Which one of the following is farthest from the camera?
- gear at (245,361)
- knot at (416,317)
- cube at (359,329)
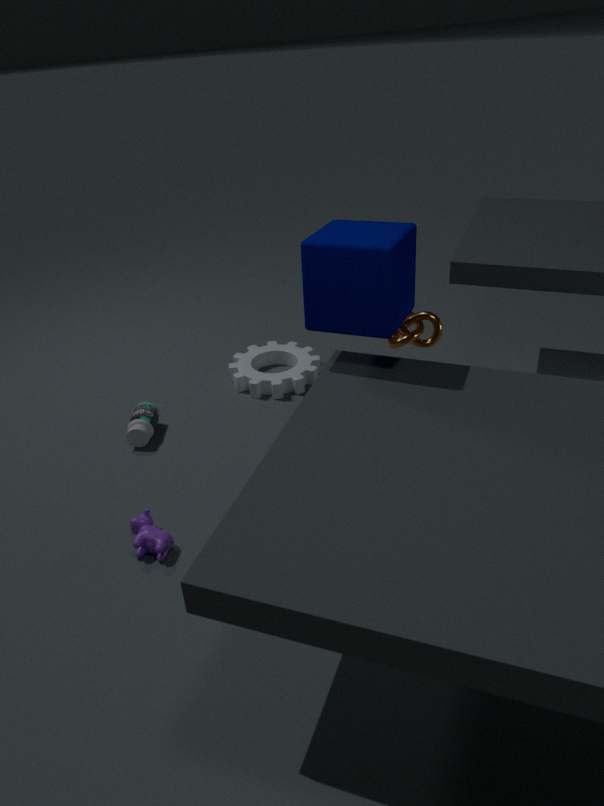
gear at (245,361)
